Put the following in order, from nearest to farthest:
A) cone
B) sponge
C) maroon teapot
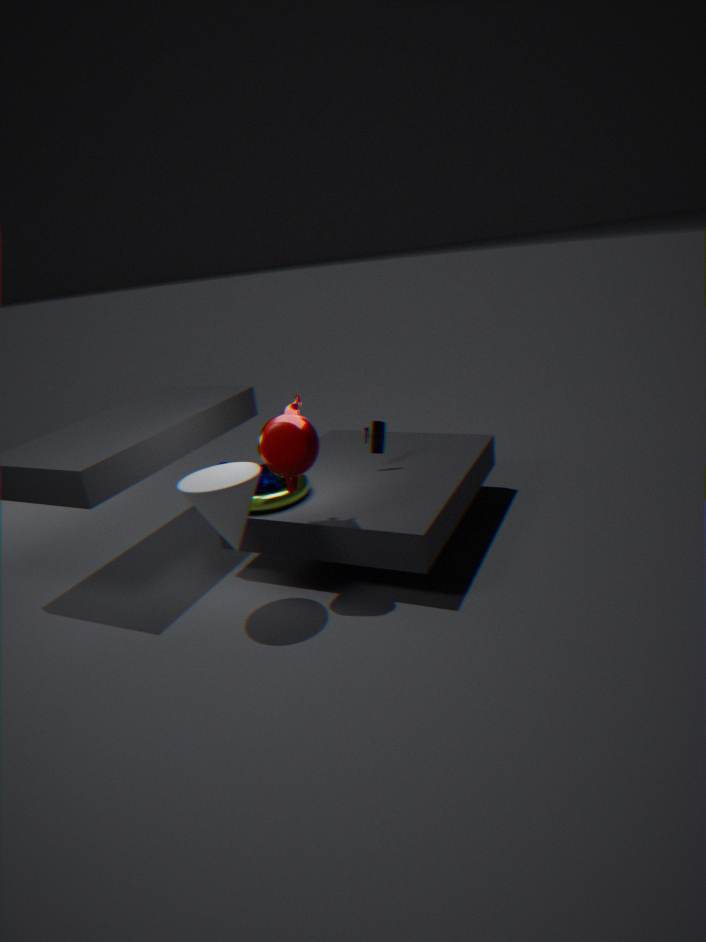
cone < maroon teapot < sponge
